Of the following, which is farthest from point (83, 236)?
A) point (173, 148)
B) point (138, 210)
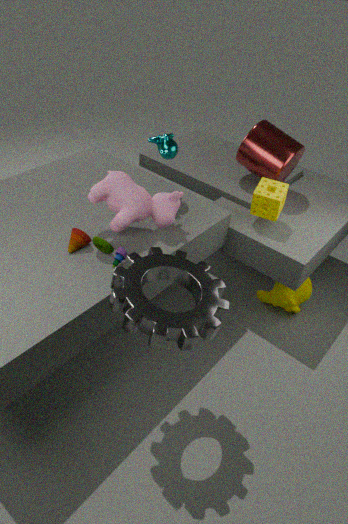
point (173, 148)
